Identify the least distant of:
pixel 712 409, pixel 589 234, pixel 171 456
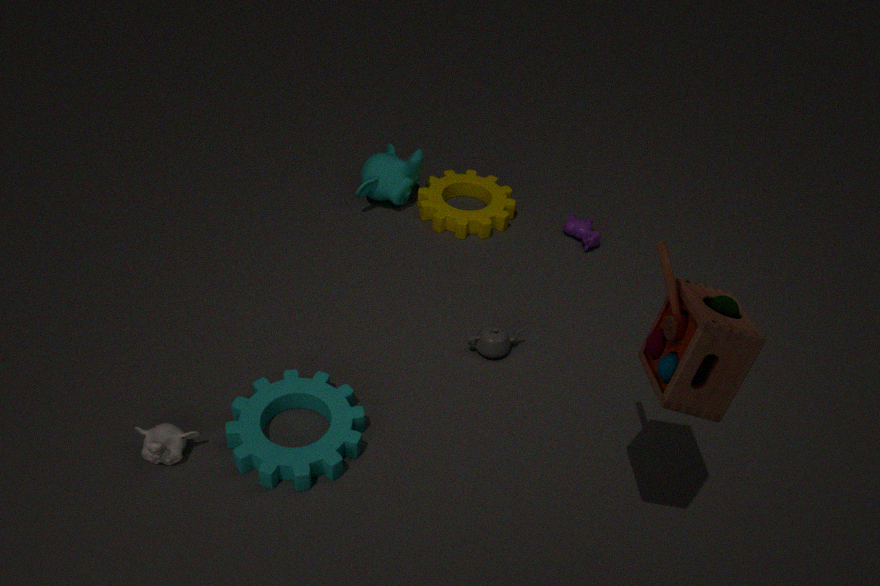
pixel 712 409
